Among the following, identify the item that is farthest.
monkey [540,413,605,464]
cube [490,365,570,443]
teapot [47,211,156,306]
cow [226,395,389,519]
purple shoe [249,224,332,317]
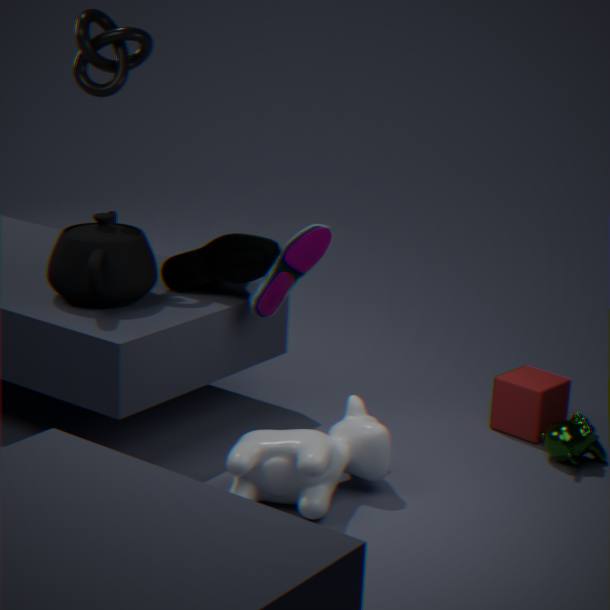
cube [490,365,570,443]
